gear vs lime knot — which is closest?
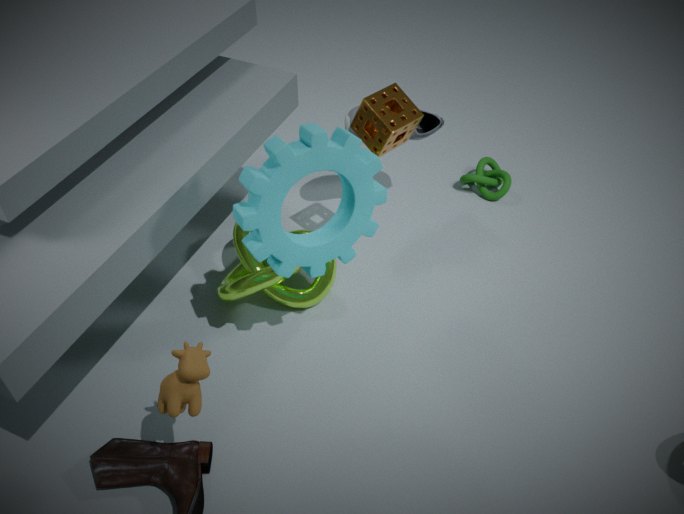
gear
